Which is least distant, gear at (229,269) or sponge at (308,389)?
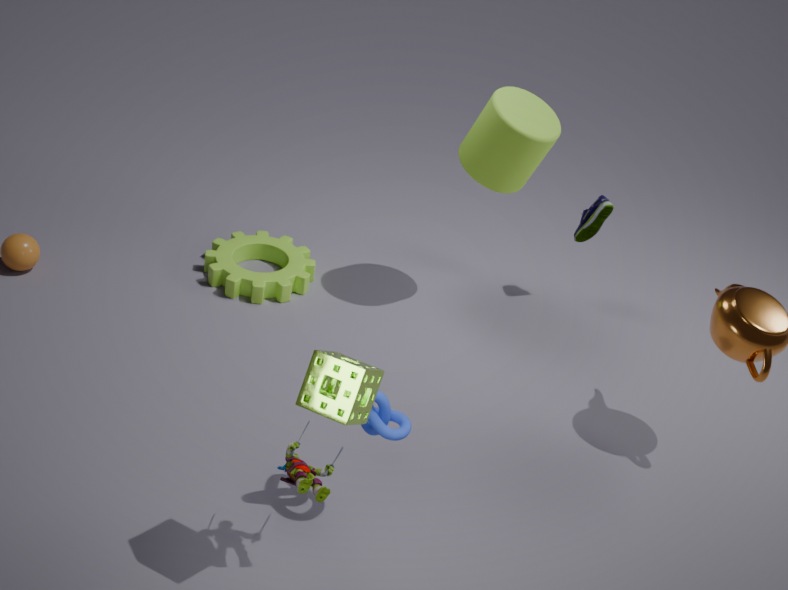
sponge at (308,389)
